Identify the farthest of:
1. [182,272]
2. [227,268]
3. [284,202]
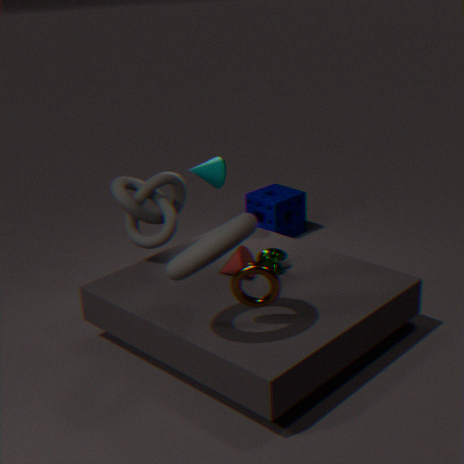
[284,202]
